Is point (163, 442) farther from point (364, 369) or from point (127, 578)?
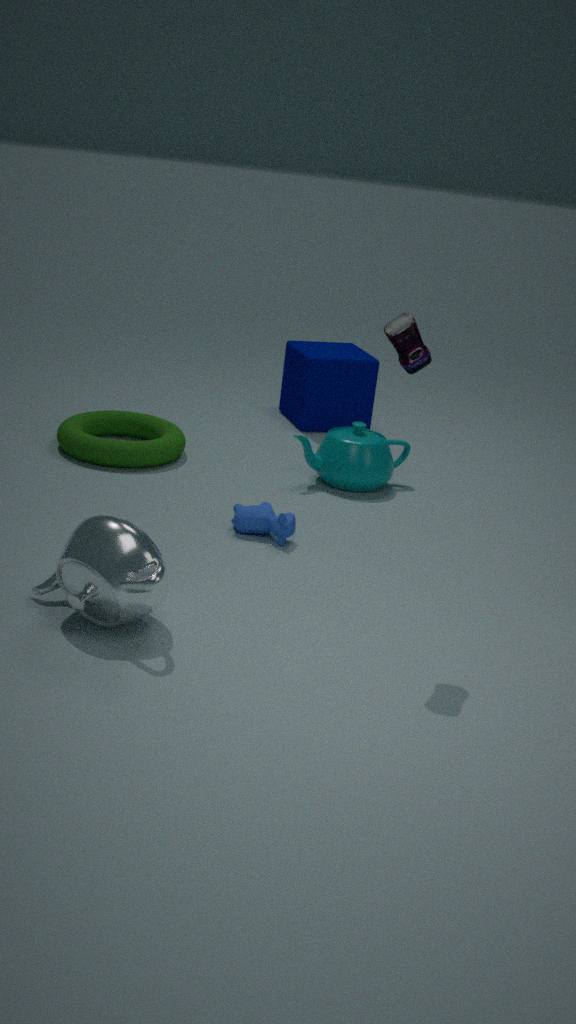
point (127, 578)
